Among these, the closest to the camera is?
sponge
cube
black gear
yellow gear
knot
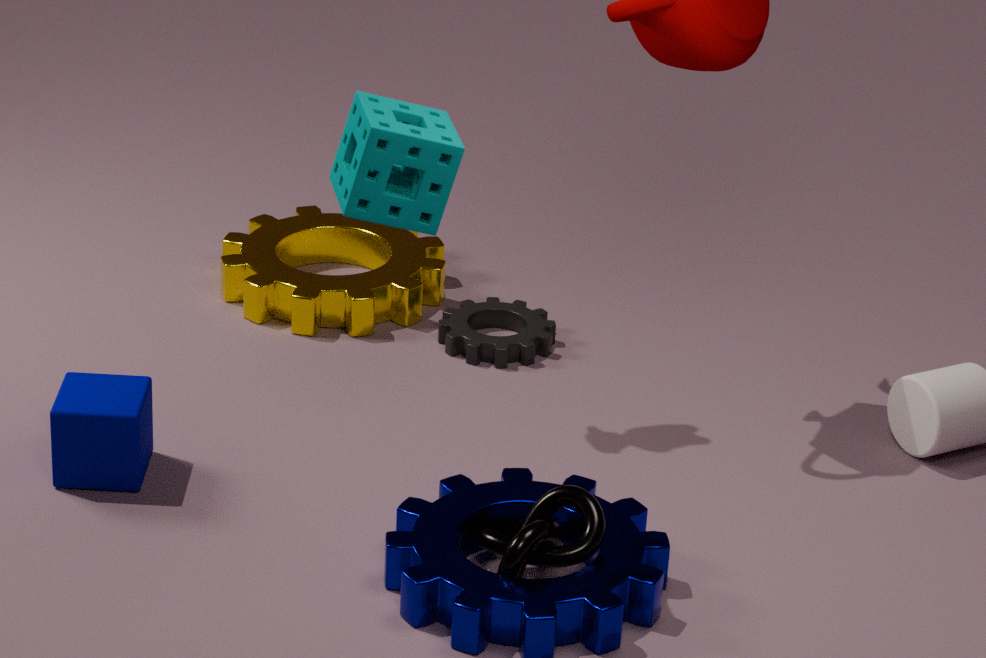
sponge
